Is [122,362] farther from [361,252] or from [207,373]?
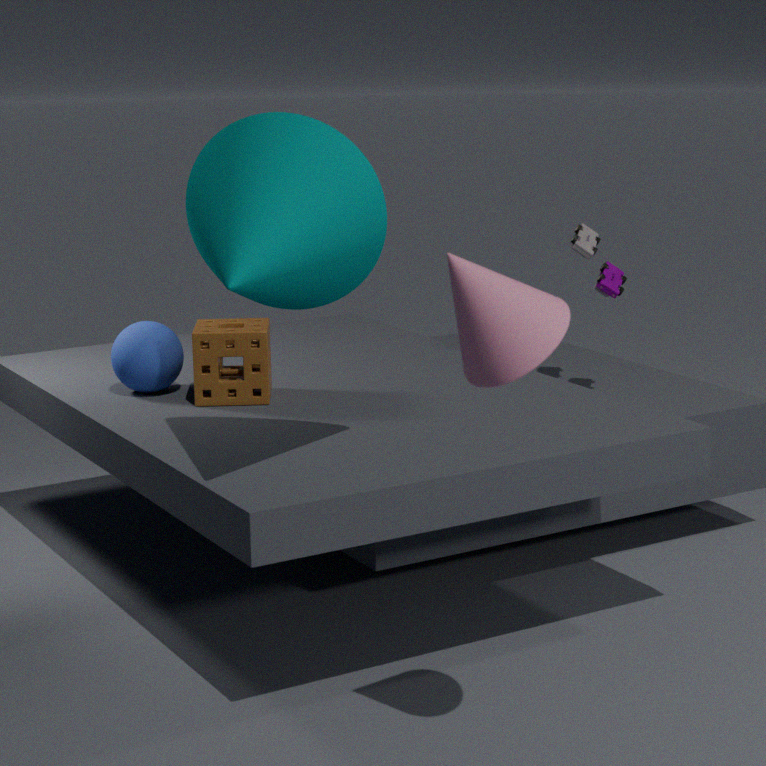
[361,252]
